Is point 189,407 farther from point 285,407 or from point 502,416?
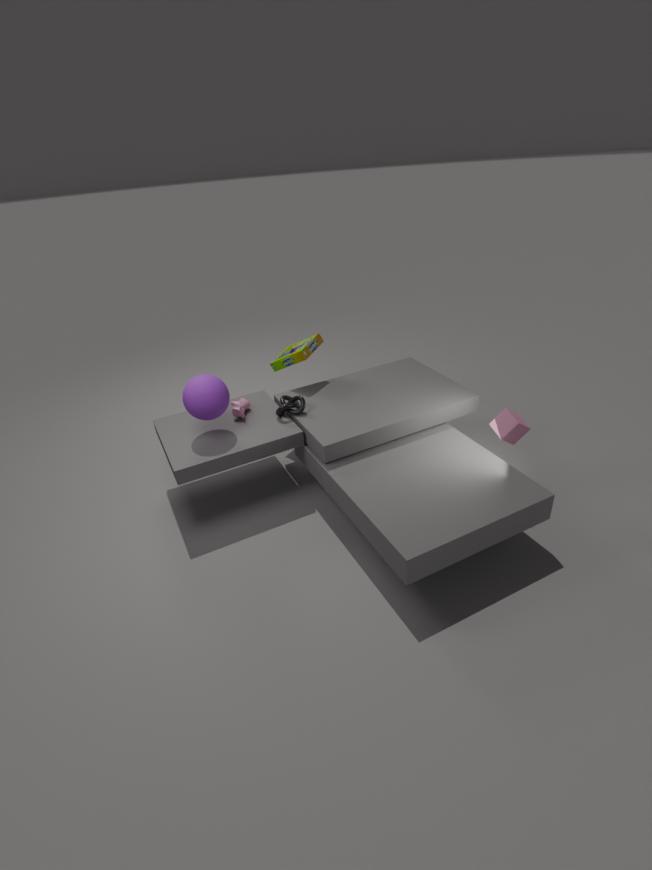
point 502,416
